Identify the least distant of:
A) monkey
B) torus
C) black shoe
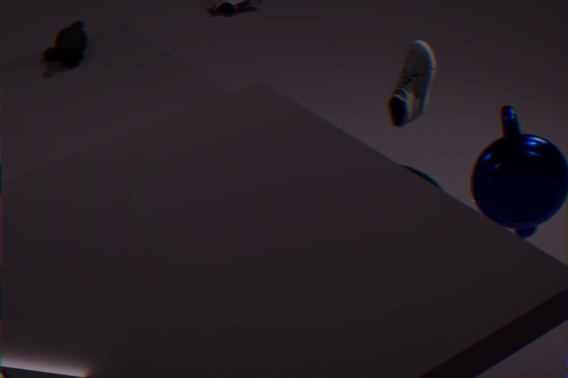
black shoe
